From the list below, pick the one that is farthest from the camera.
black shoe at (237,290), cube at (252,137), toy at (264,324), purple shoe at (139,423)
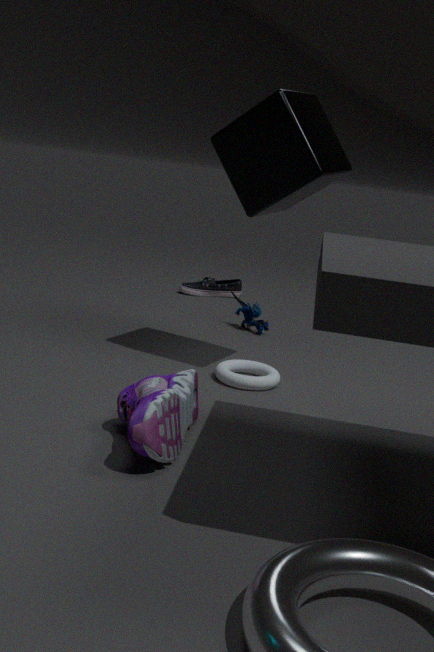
black shoe at (237,290)
